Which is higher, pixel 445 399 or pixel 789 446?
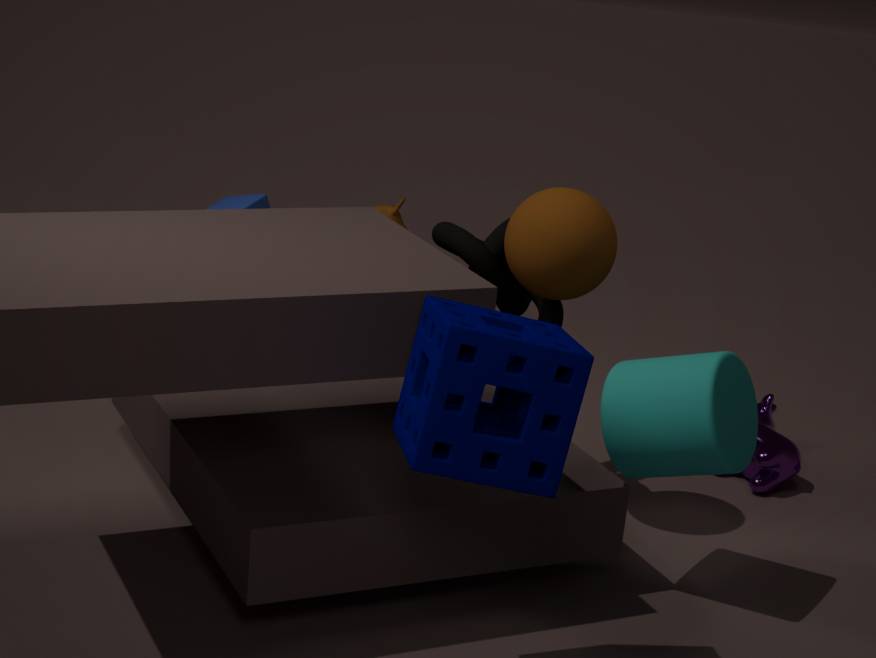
pixel 445 399
